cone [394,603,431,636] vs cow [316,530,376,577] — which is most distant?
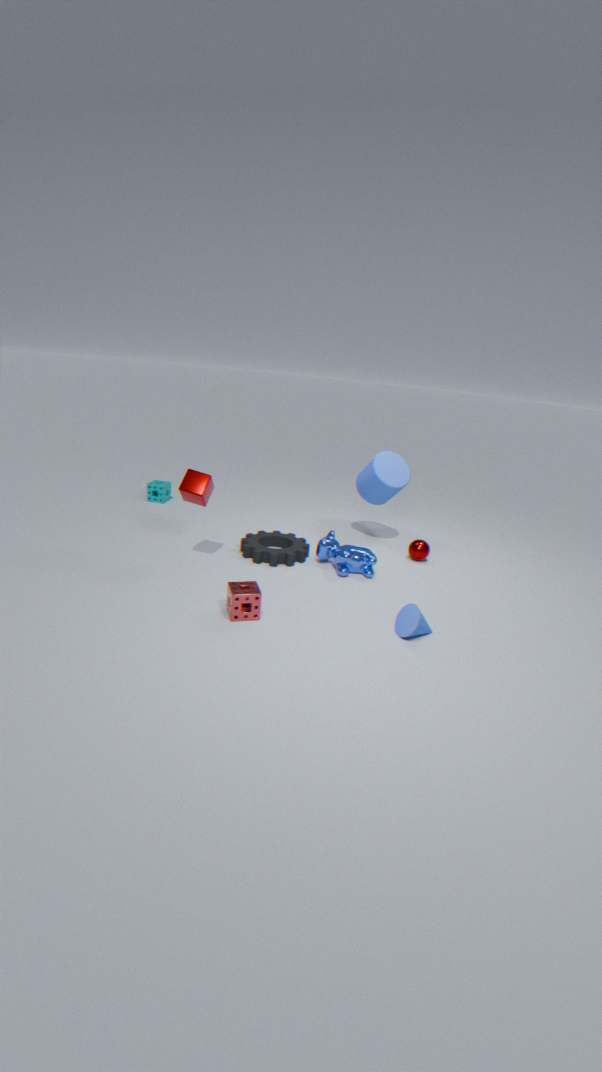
cow [316,530,376,577]
